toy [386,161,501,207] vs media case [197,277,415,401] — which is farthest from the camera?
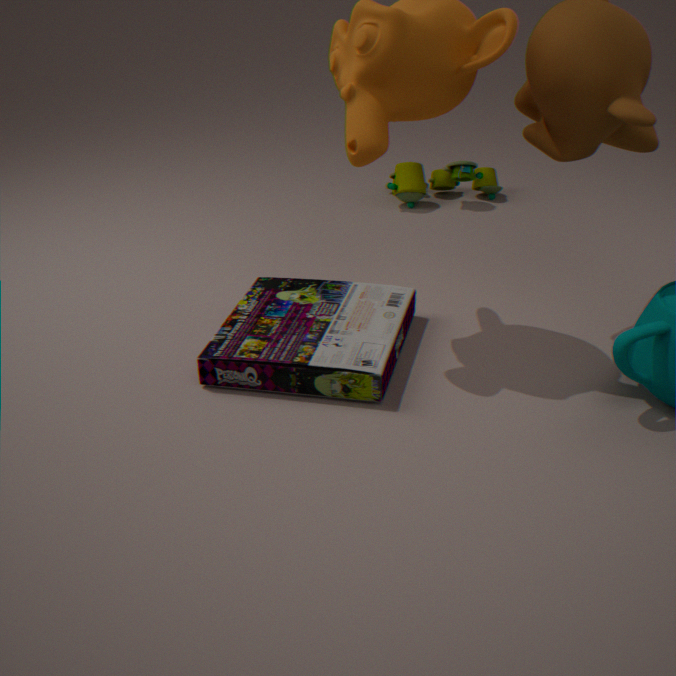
toy [386,161,501,207]
